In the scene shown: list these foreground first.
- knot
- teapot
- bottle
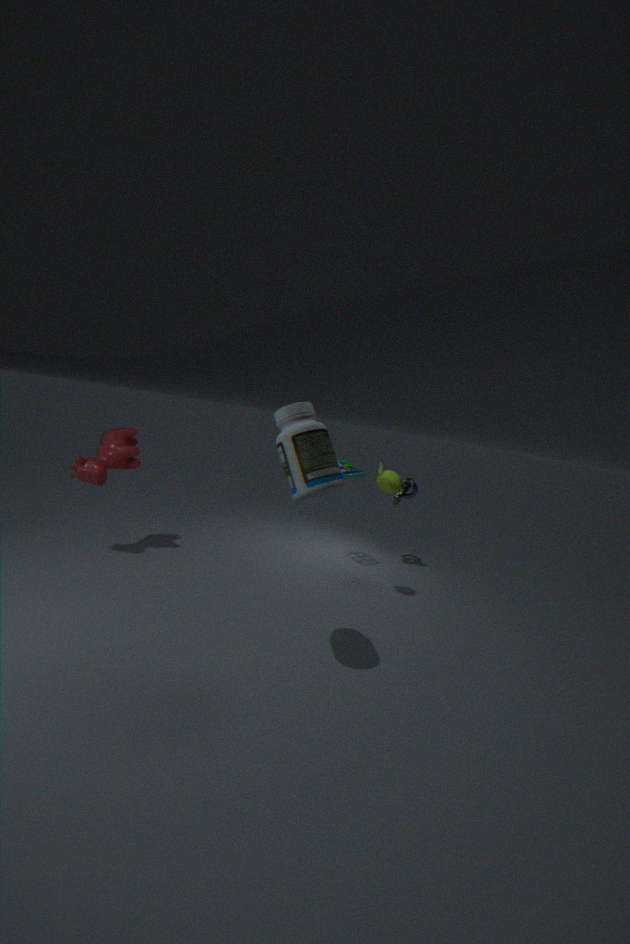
bottle < teapot < knot
